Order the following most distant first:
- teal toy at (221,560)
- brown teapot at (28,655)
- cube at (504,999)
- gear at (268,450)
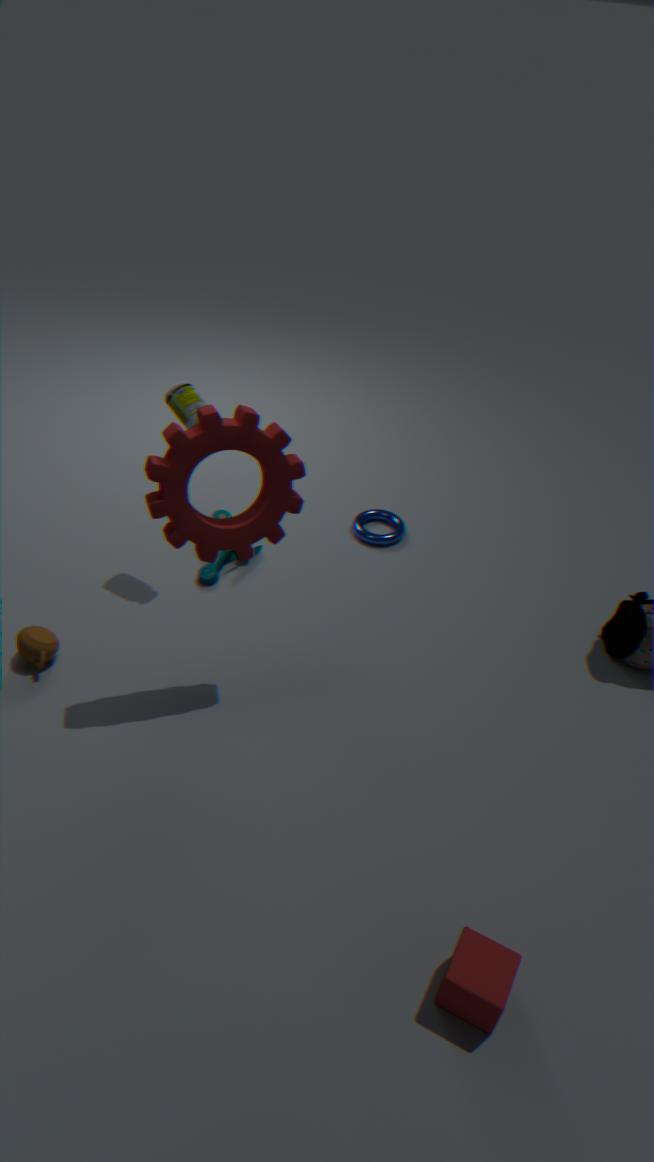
teal toy at (221,560)
brown teapot at (28,655)
gear at (268,450)
cube at (504,999)
